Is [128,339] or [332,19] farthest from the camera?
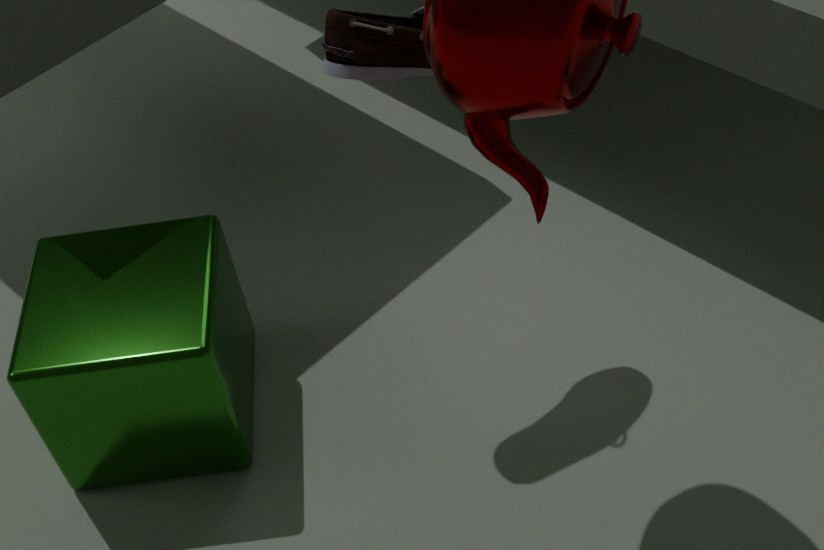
[128,339]
